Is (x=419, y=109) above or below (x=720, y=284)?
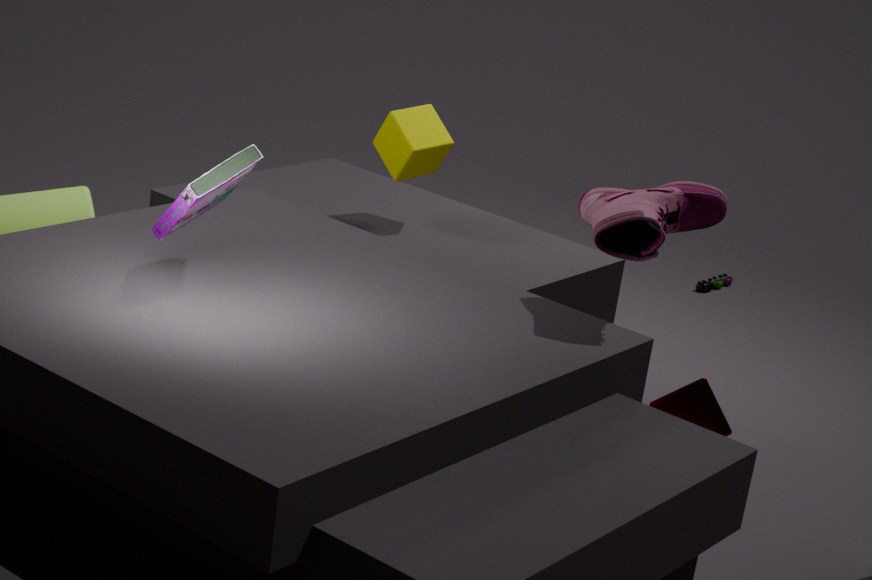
above
